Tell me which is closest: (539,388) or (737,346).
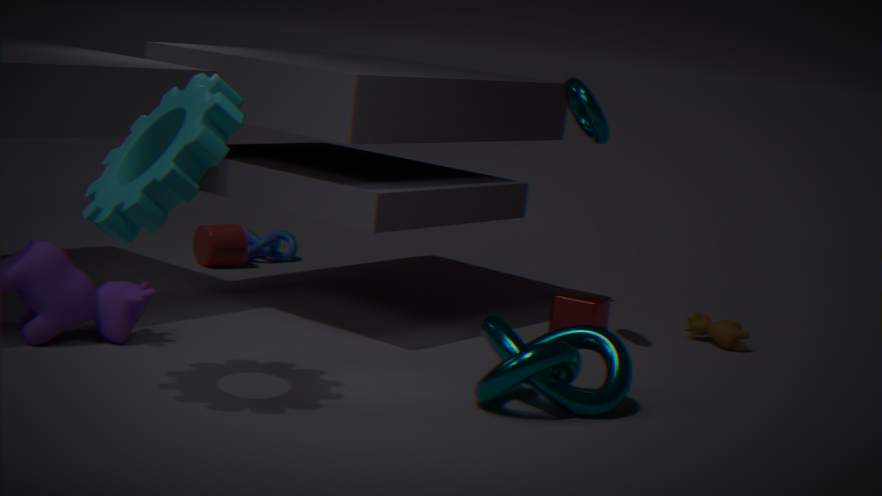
(539,388)
